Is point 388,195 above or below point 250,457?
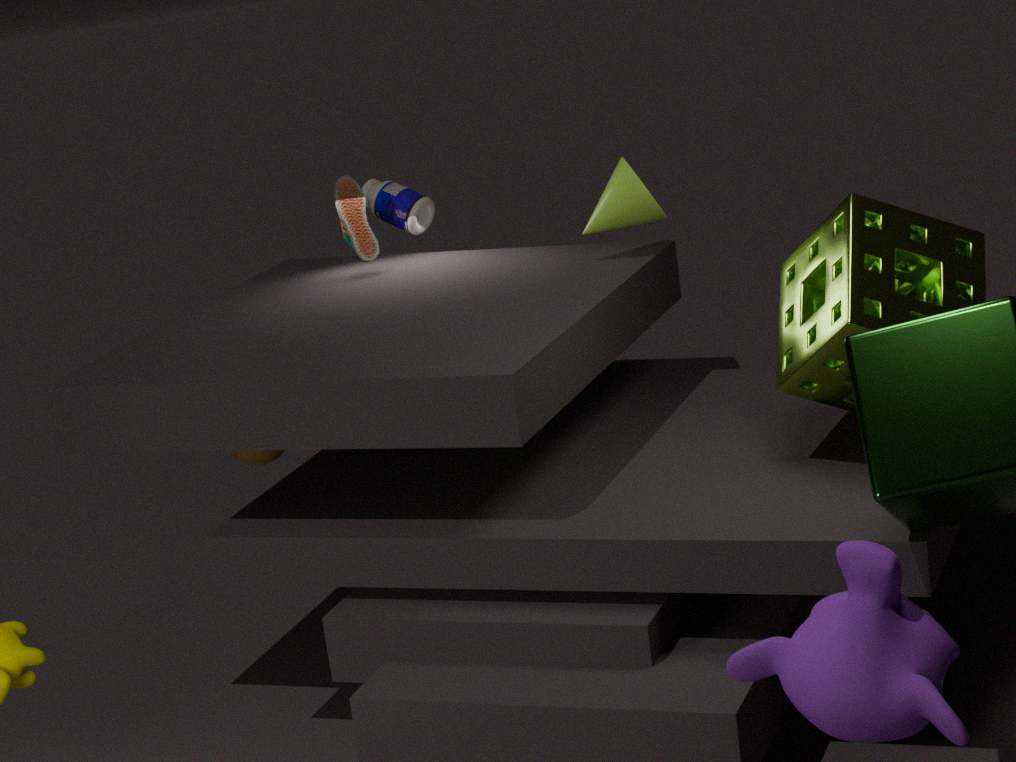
above
